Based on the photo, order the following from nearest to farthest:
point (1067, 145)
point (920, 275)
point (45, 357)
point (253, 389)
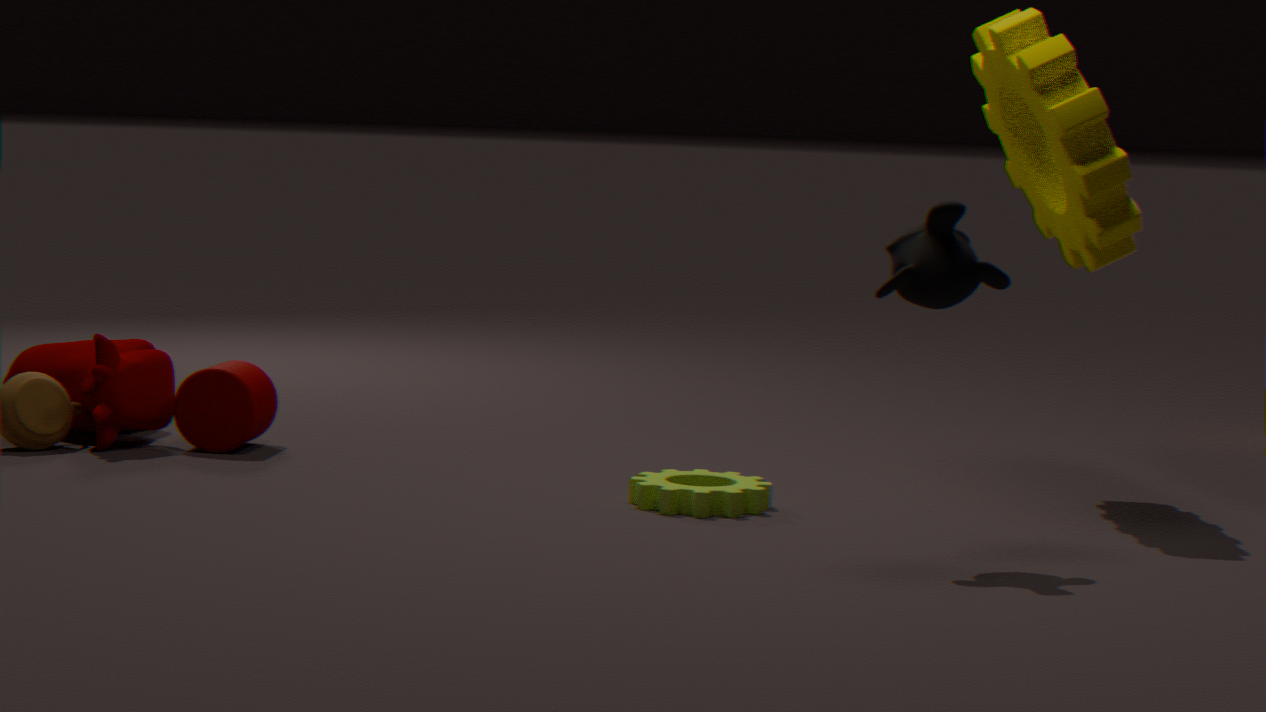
point (920, 275), point (1067, 145), point (253, 389), point (45, 357)
